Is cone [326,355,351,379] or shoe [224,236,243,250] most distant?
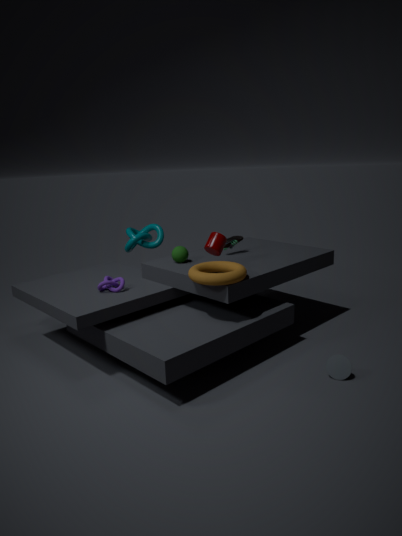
shoe [224,236,243,250]
